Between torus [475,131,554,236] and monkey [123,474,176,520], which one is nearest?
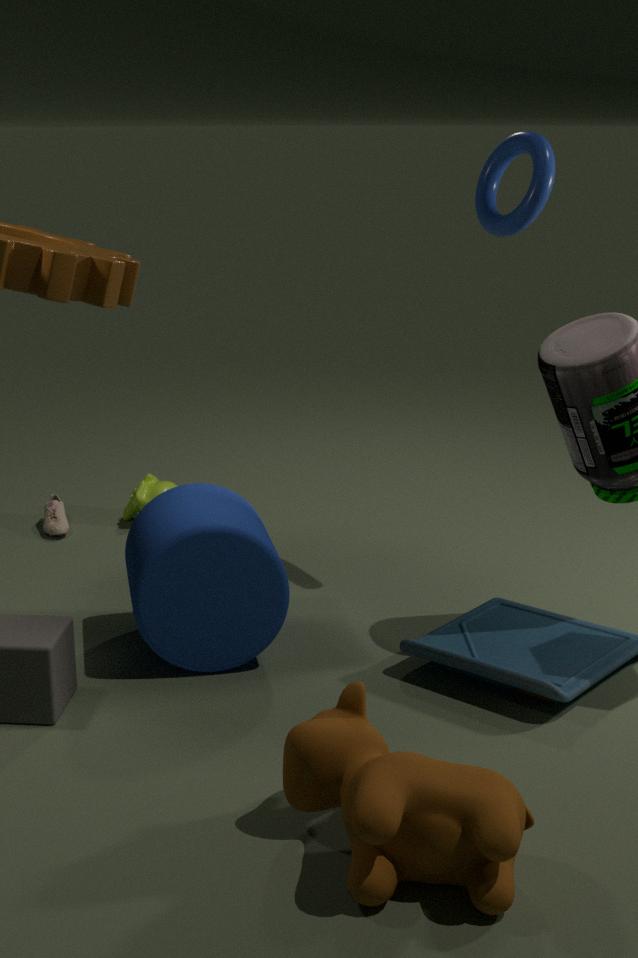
torus [475,131,554,236]
